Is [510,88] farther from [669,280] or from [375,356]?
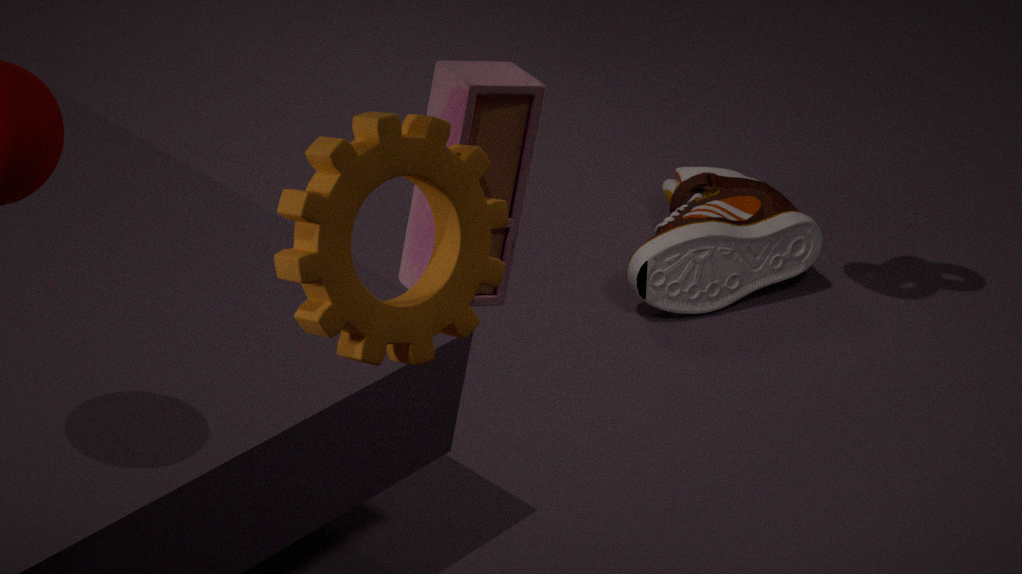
[669,280]
